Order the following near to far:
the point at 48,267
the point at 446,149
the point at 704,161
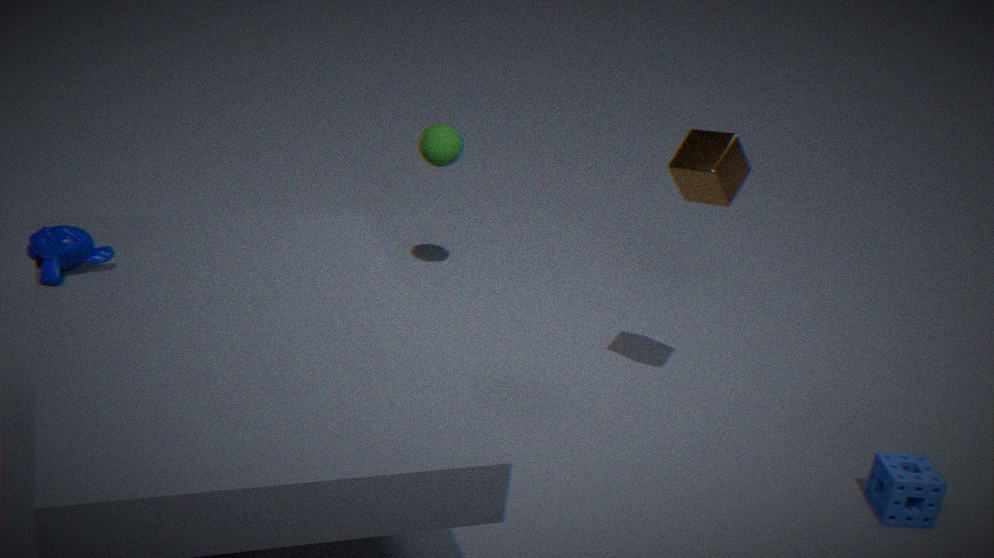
the point at 48,267 → the point at 704,161 → the point at 446,149
